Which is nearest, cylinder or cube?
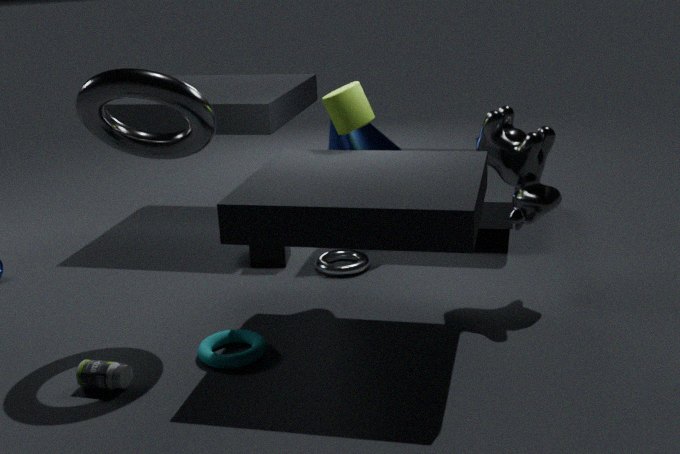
cylinder
